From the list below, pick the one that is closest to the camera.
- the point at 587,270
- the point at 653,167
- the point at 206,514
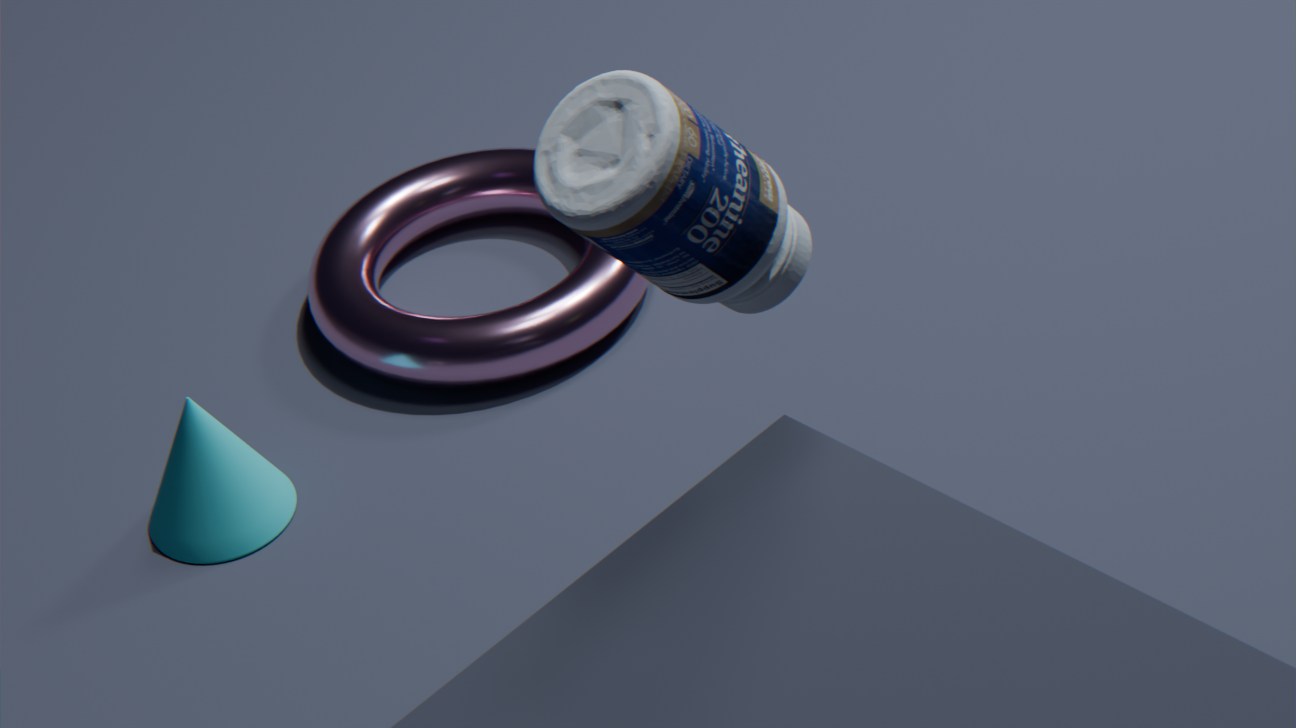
the point at 653,167
